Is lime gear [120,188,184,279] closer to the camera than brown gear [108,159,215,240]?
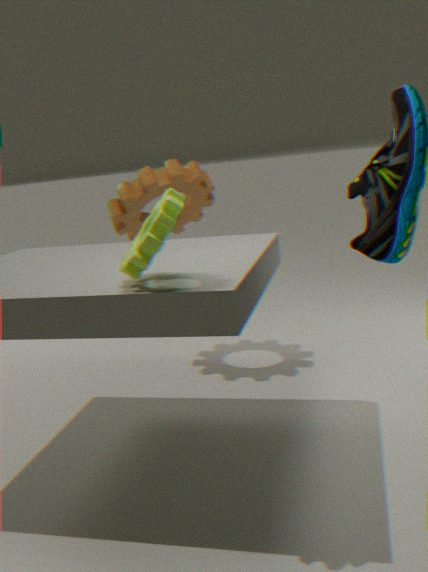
Yes
